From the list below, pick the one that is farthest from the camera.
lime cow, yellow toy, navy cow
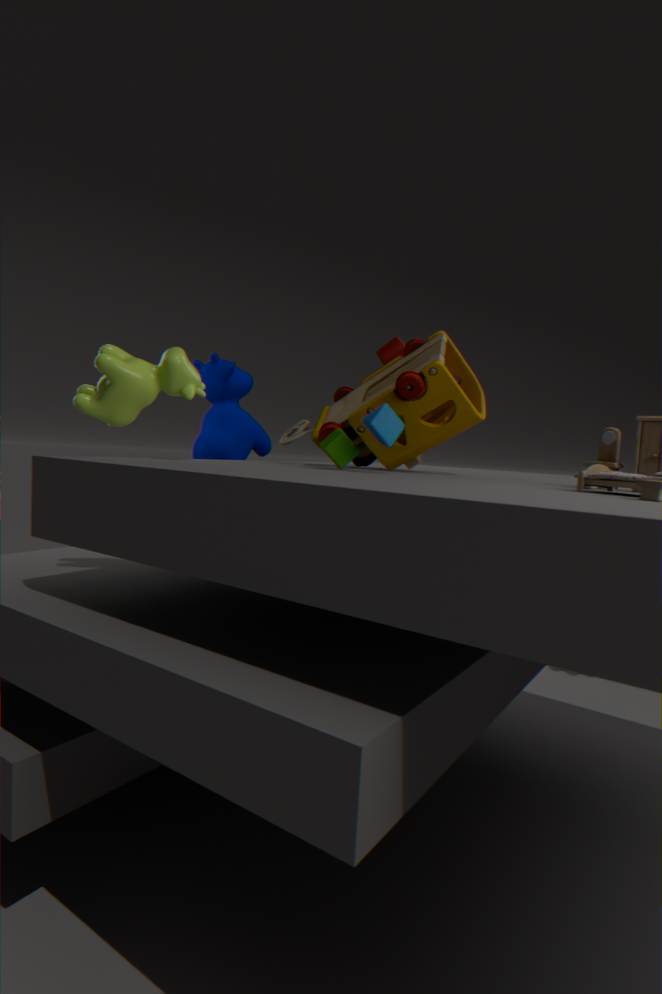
navy cow
